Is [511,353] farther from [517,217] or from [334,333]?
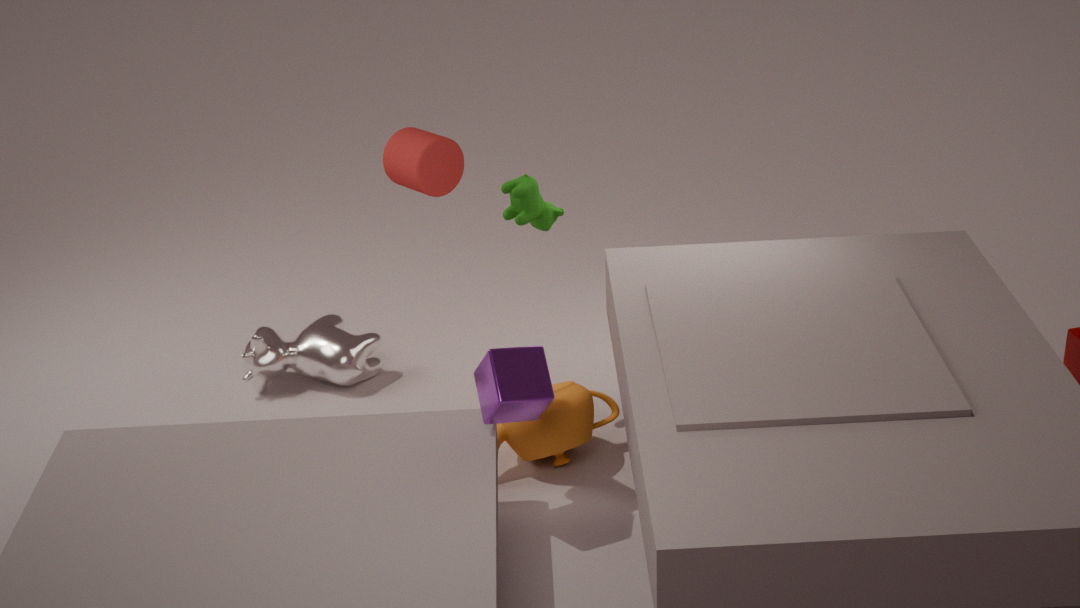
[334,333]
